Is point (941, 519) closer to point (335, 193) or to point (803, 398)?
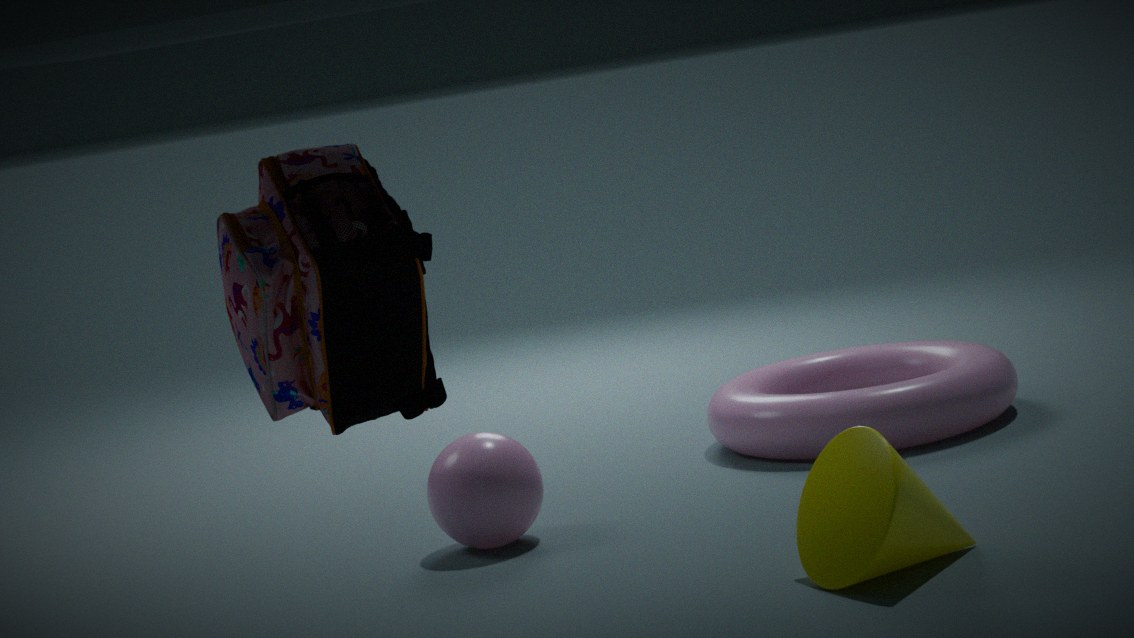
point (335, 193)
